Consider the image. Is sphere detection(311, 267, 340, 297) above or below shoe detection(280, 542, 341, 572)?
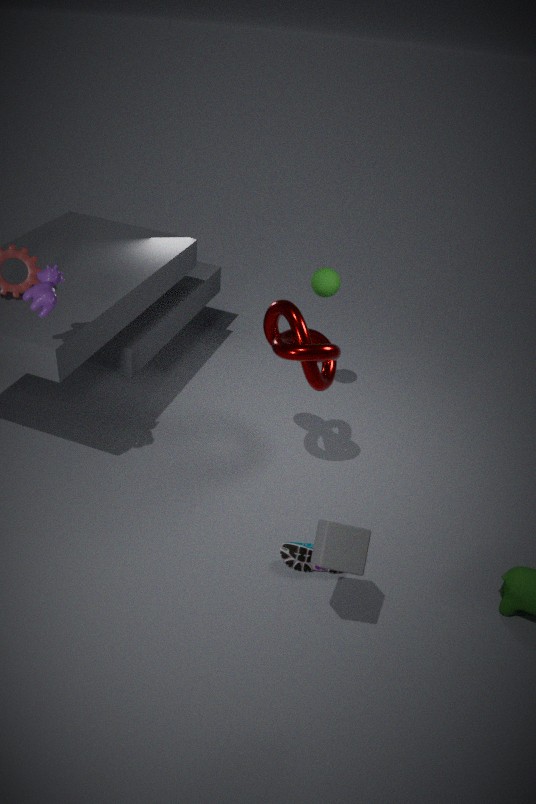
above
